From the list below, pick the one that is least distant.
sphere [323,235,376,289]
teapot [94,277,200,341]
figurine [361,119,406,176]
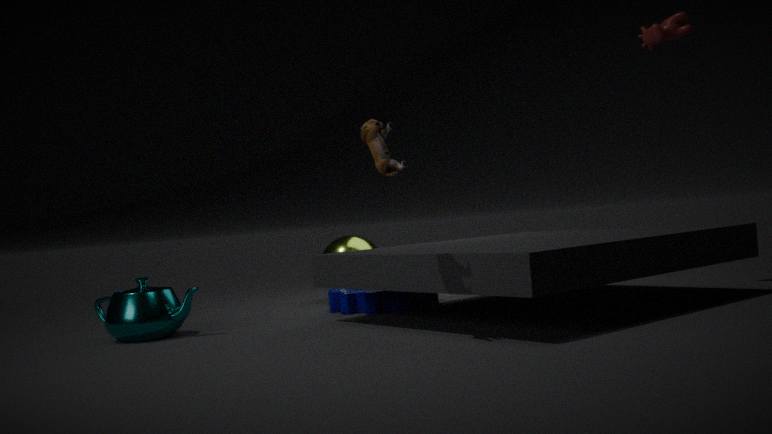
figurine [361,119,406,176]
